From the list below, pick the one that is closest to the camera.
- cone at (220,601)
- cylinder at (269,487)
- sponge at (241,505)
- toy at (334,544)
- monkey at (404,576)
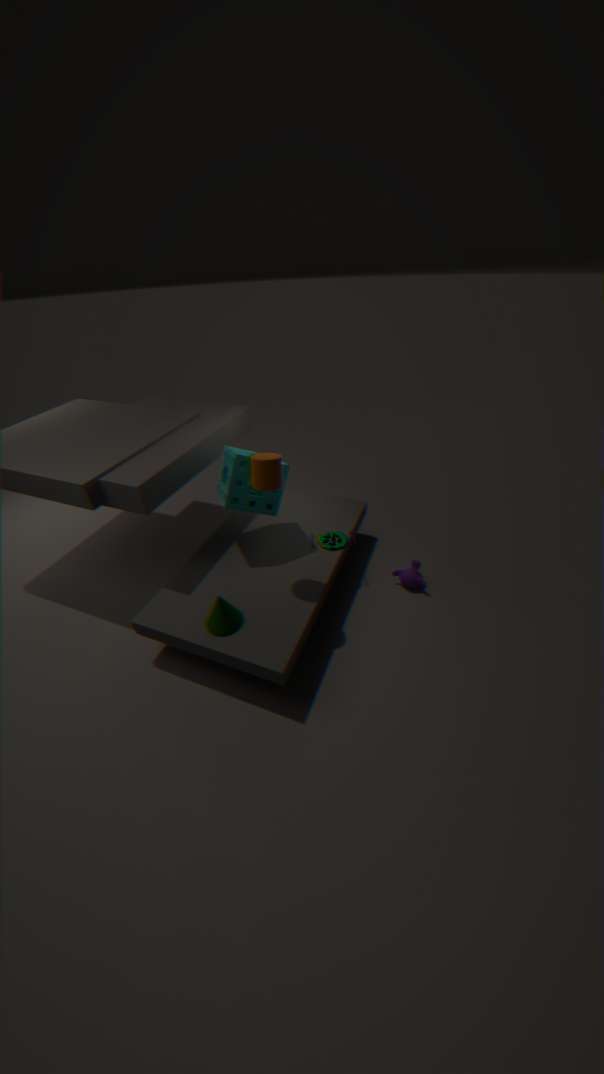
cylinder at (269,487)
